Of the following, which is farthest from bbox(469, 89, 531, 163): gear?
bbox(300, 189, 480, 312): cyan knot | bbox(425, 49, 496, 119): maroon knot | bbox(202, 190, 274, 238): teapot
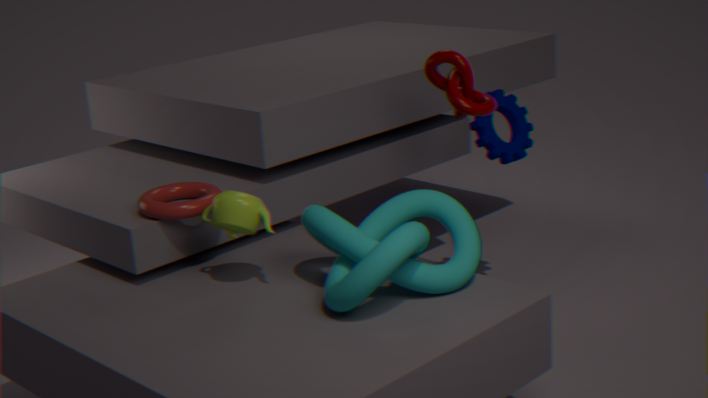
bbox(202, 190, 274, 238): teapot
